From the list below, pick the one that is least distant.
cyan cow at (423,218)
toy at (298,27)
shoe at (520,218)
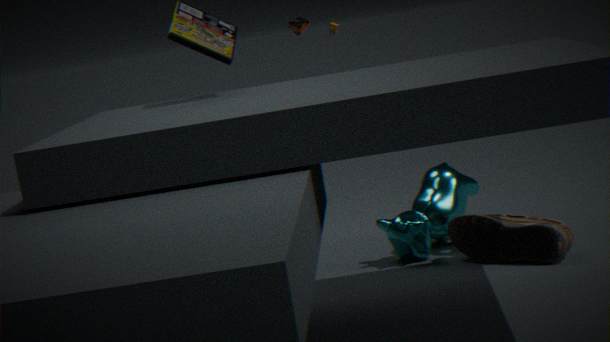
shoe at (520,218)
